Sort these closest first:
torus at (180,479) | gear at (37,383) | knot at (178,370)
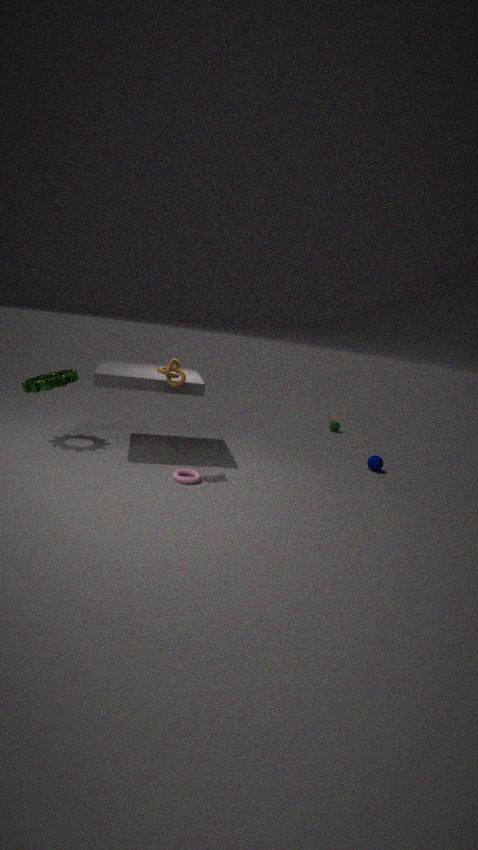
knot at (178,370), torus at (180,479), gear at (37,383)
